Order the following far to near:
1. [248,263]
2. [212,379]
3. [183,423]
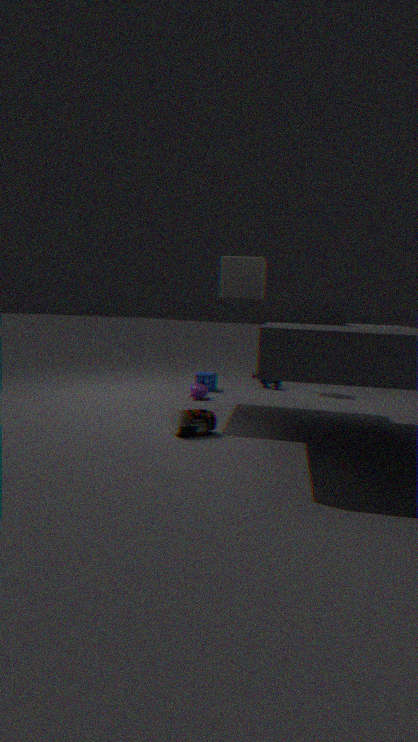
[212,379] < [248,263] < [183,423]
